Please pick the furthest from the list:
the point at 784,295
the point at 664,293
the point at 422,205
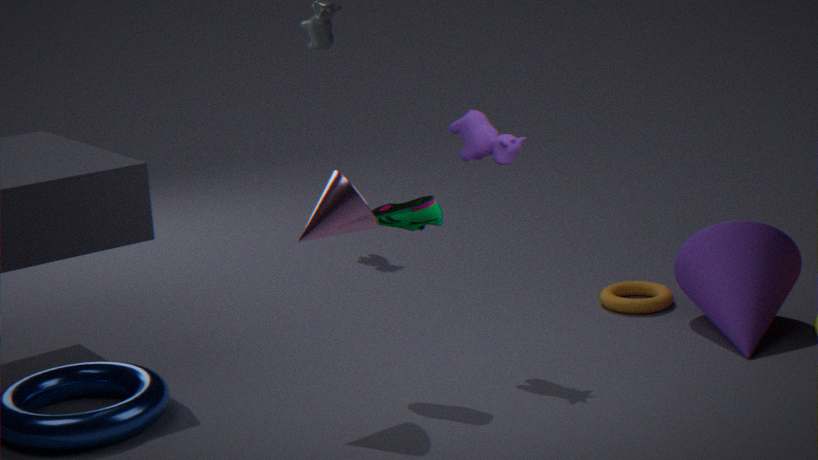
the point at 664,293
